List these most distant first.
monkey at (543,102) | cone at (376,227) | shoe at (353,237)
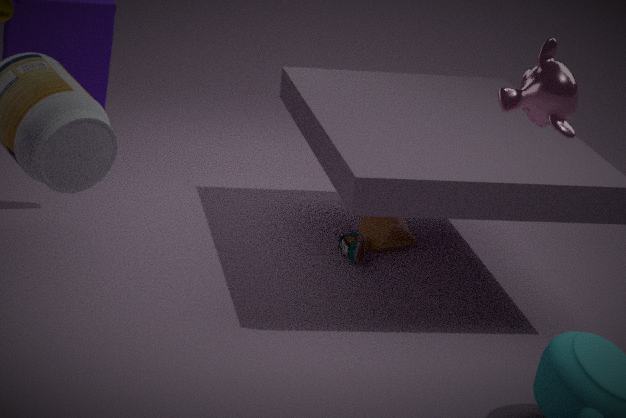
cone at (376,227) → shoe at (353,237) → monkey at (543,102)
